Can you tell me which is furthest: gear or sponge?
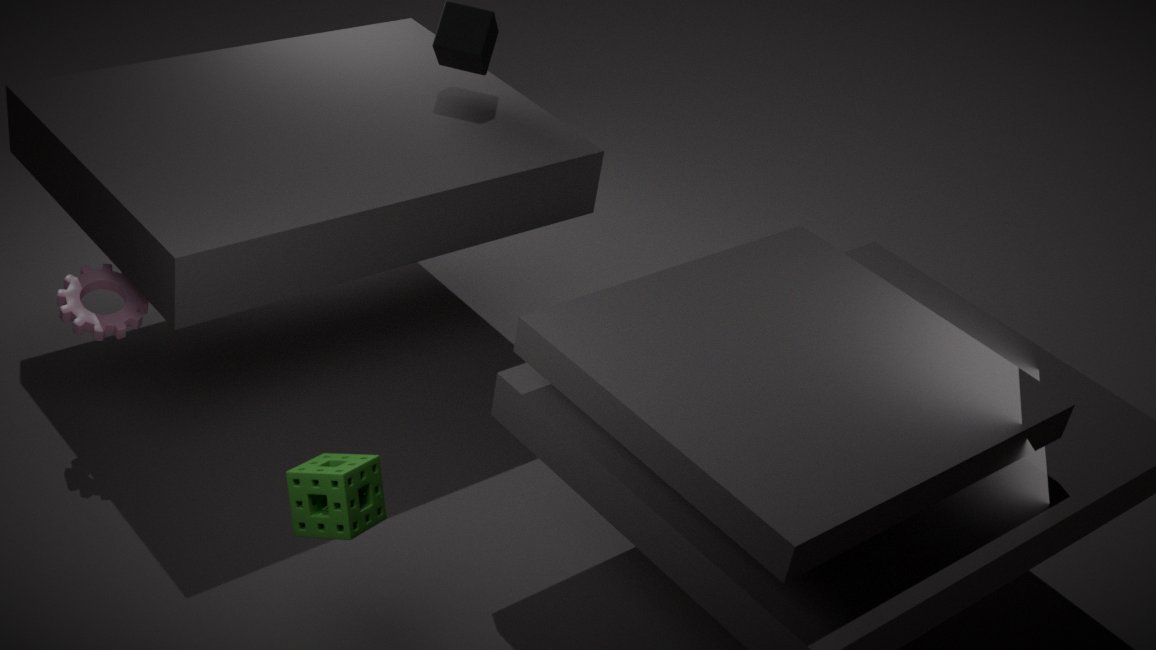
gear
